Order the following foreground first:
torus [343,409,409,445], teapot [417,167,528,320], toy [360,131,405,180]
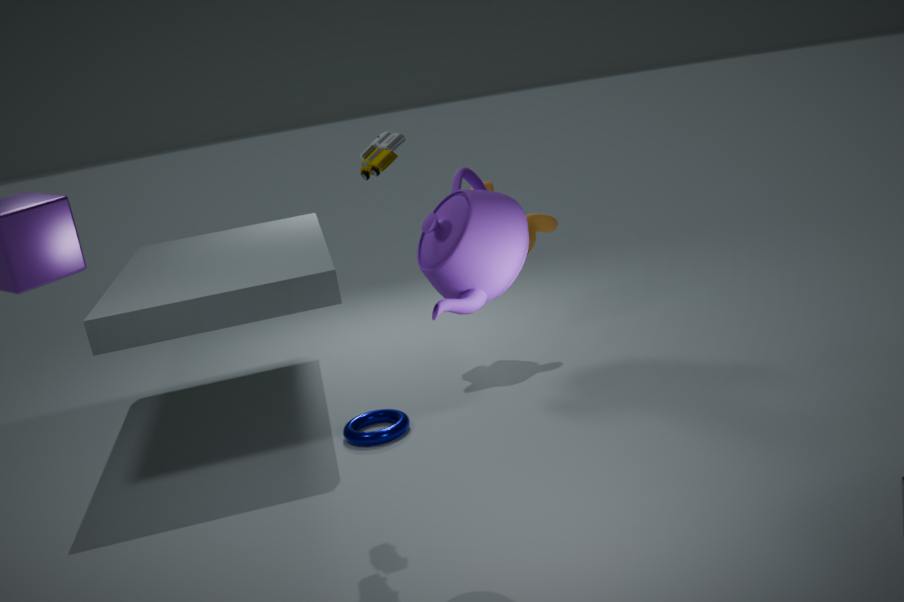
1. teapot [417,167,528,320]
2. toy [360,131,405,180]
3. torus [343,409,409,445]
